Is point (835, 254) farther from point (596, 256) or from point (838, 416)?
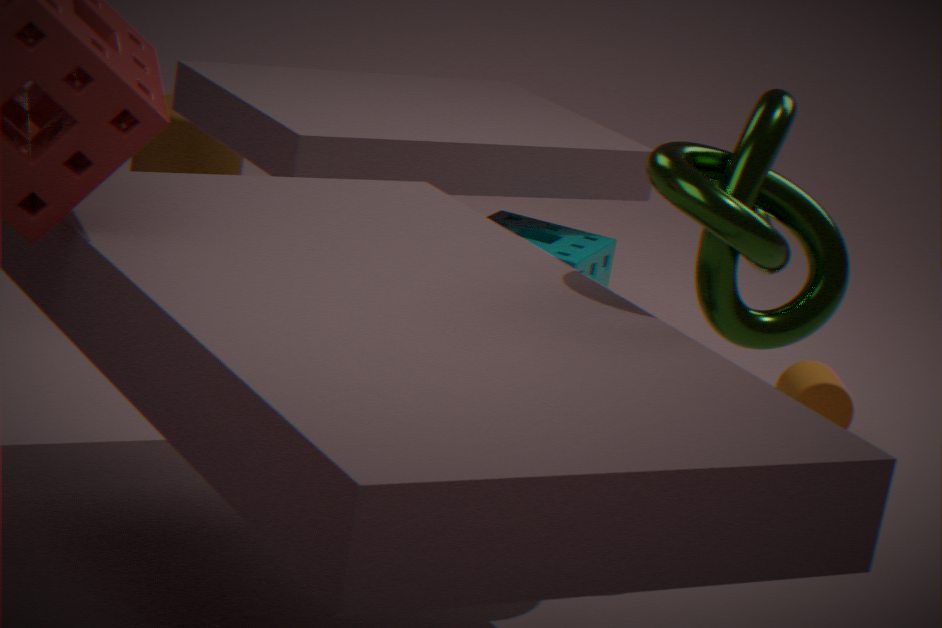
point (596, 256)
